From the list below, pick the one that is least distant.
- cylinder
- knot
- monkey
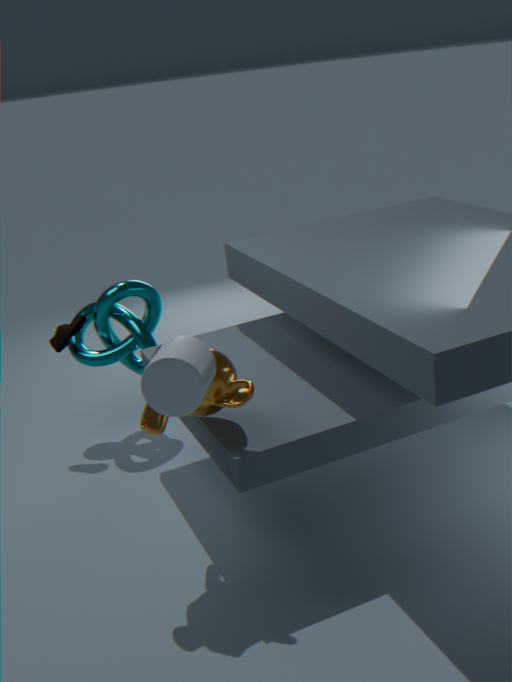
cylinder
